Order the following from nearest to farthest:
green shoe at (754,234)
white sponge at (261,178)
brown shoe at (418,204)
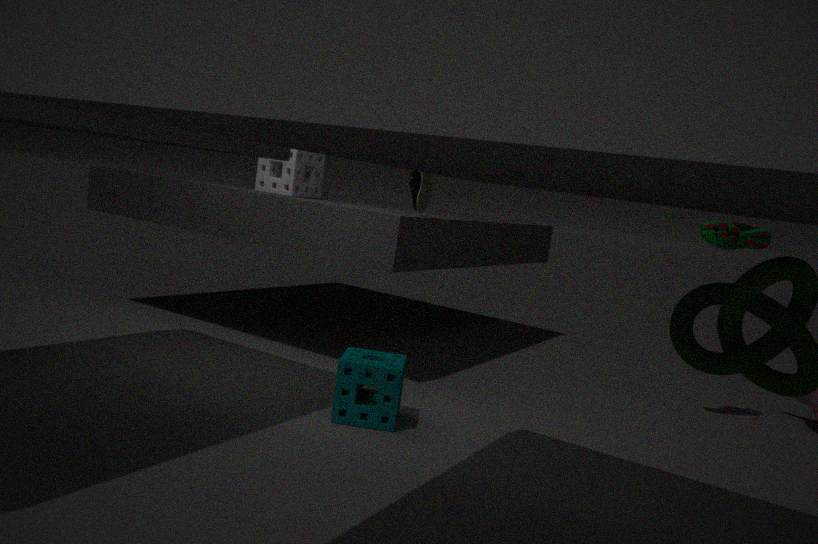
green shoe at (754,234) < brown shoe at (418,204) < white sponge at (261,178)
